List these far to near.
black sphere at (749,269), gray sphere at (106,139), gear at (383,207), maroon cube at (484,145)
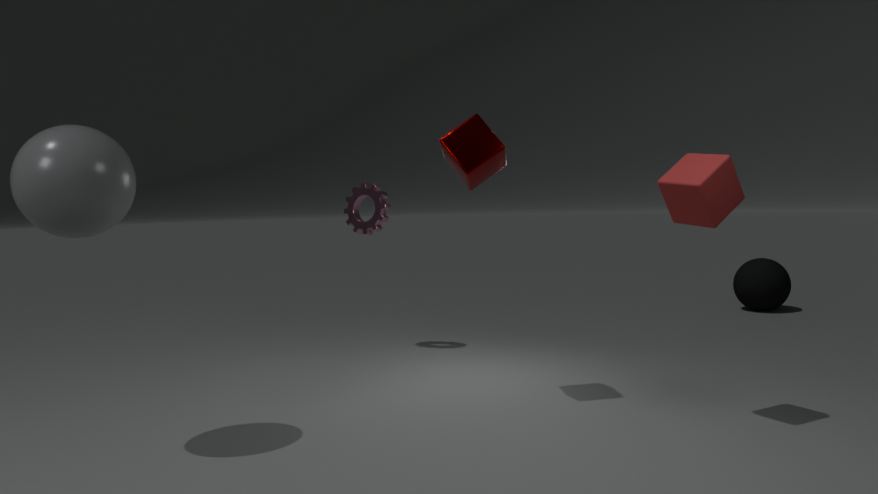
black sphere at (749,269)
gear at (383,207)
maroon cube at (484,145)
gray sphere at (106,139)
